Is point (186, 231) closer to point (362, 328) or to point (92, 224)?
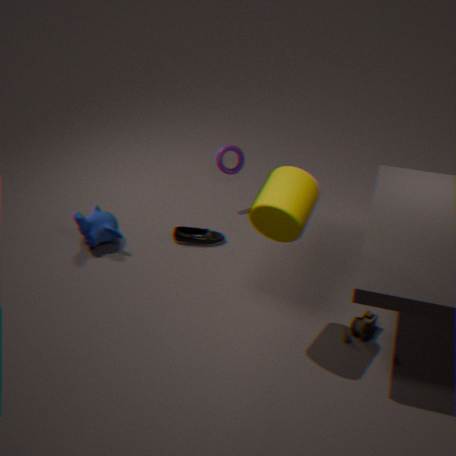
point (92, 224)
